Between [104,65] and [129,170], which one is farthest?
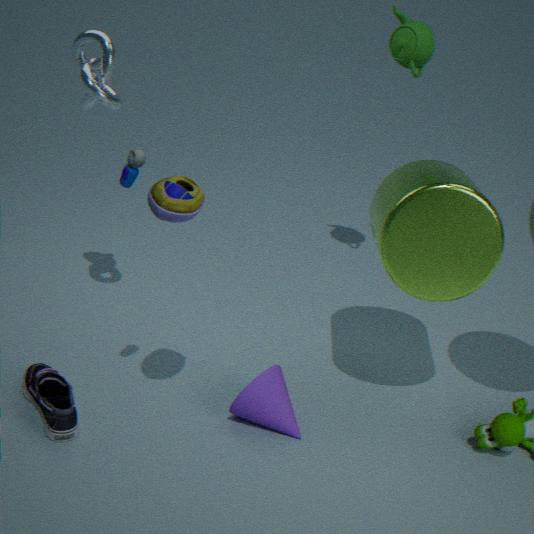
[104,65]
